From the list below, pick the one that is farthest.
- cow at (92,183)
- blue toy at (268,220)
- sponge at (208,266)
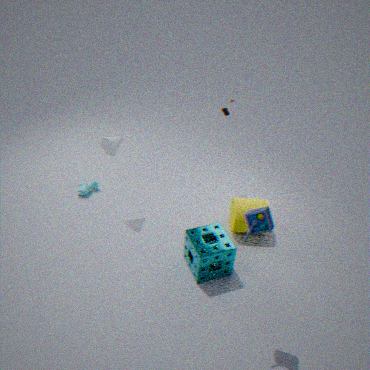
cow at (92,183)
